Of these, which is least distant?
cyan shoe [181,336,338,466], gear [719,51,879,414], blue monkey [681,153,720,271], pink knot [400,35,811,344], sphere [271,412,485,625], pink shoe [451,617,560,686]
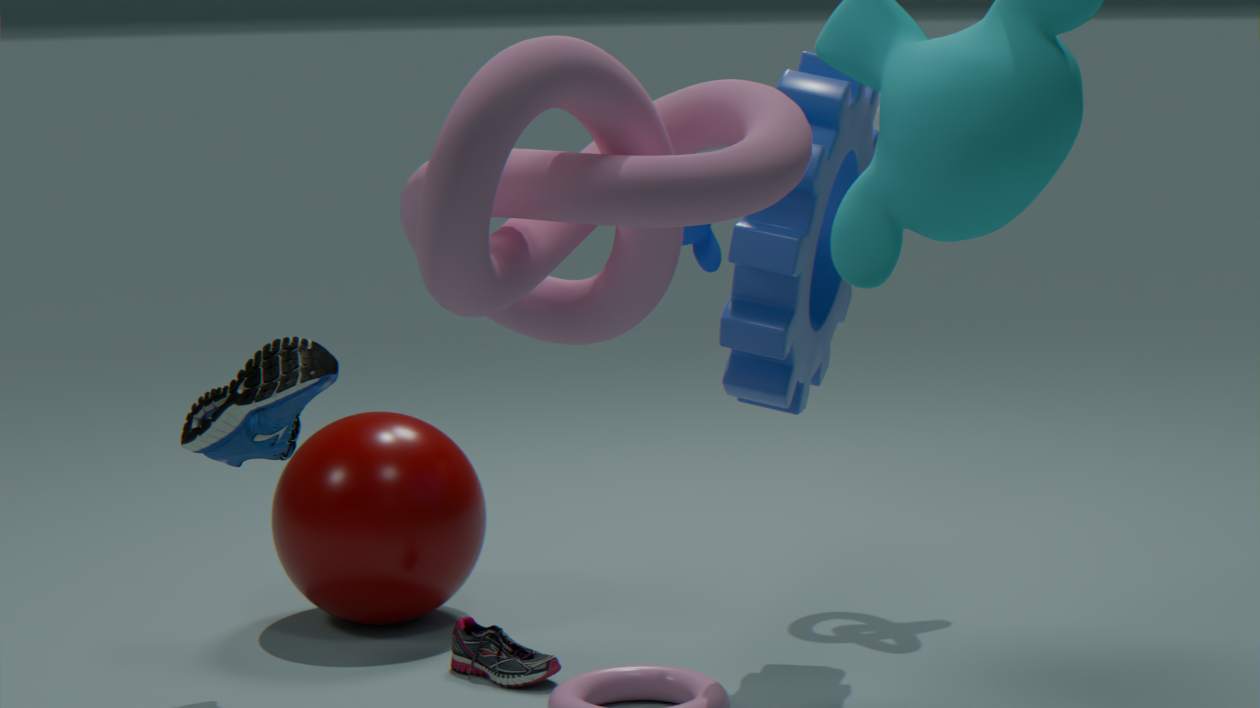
pink knot [400,35,811,344]
